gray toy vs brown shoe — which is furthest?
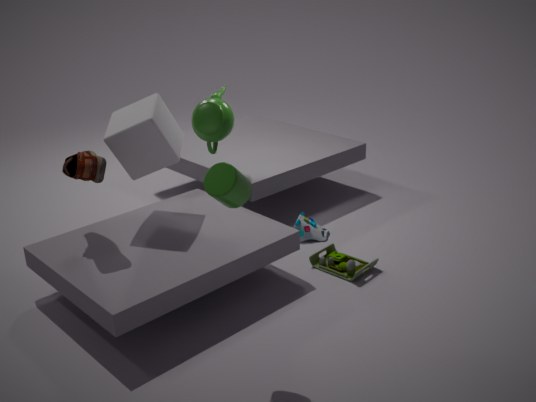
gray toy
